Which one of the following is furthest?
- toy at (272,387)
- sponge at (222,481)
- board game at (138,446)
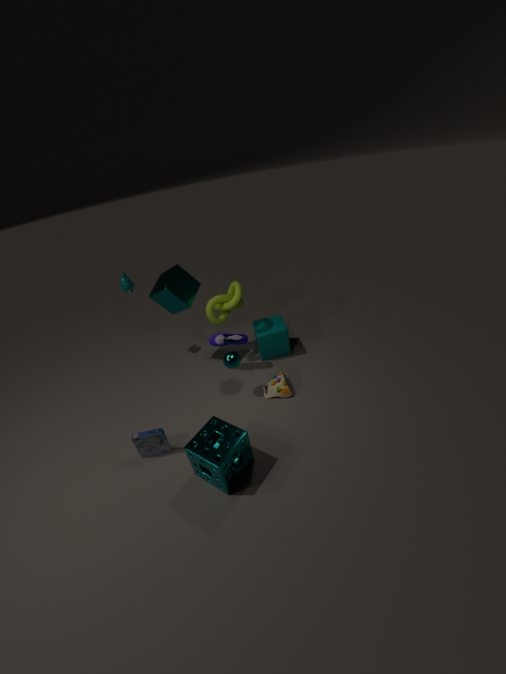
toy at (272,387)
